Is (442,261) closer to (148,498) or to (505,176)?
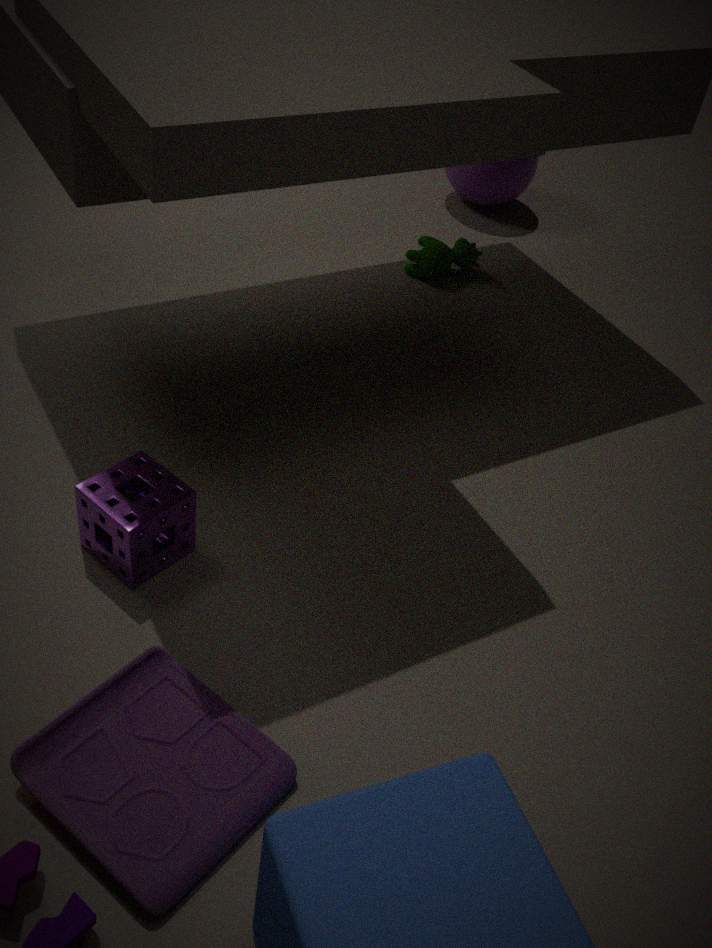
(505,176)
